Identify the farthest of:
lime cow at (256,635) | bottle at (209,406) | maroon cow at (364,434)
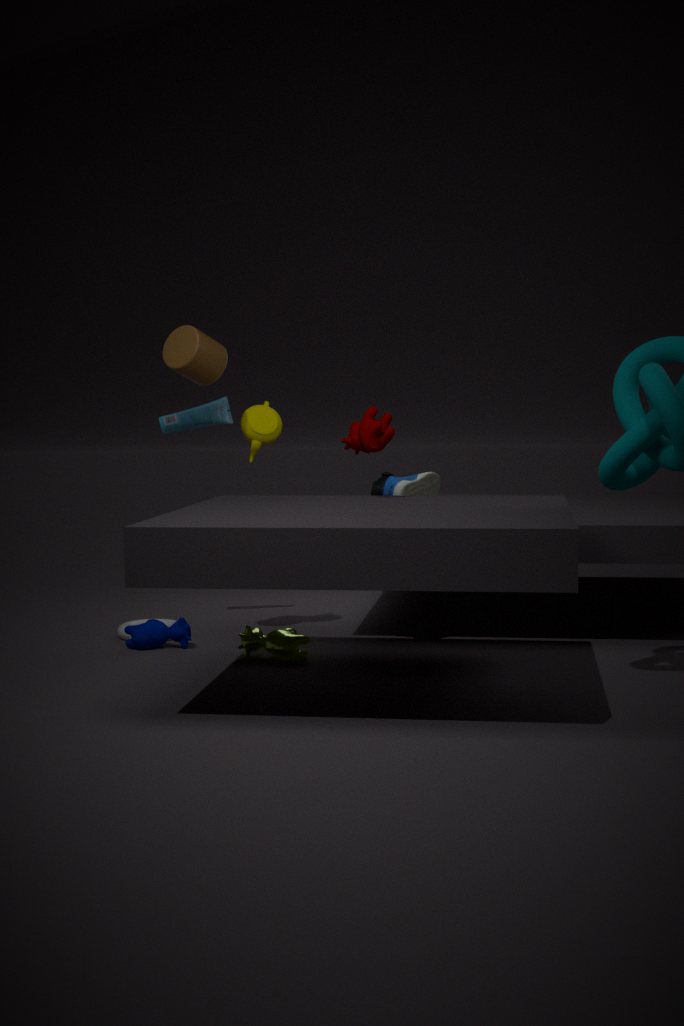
bottle at (209,406)
